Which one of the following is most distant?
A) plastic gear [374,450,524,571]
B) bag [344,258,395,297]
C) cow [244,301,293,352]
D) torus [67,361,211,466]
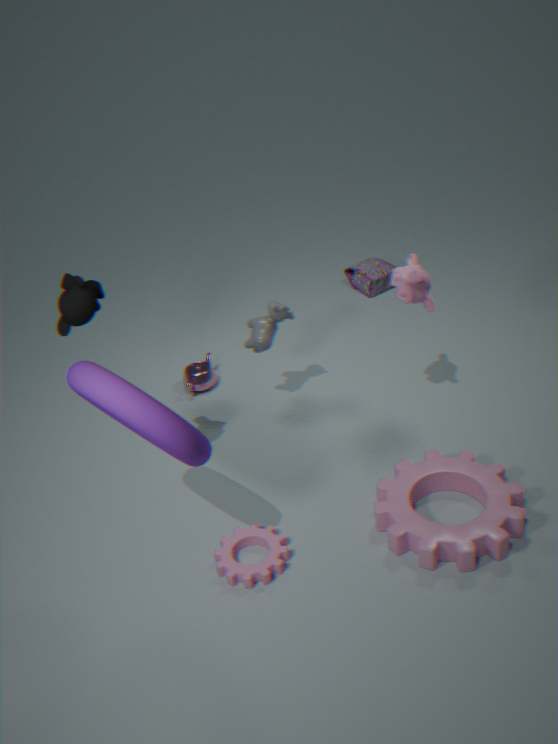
bag [344,258,395,297]
